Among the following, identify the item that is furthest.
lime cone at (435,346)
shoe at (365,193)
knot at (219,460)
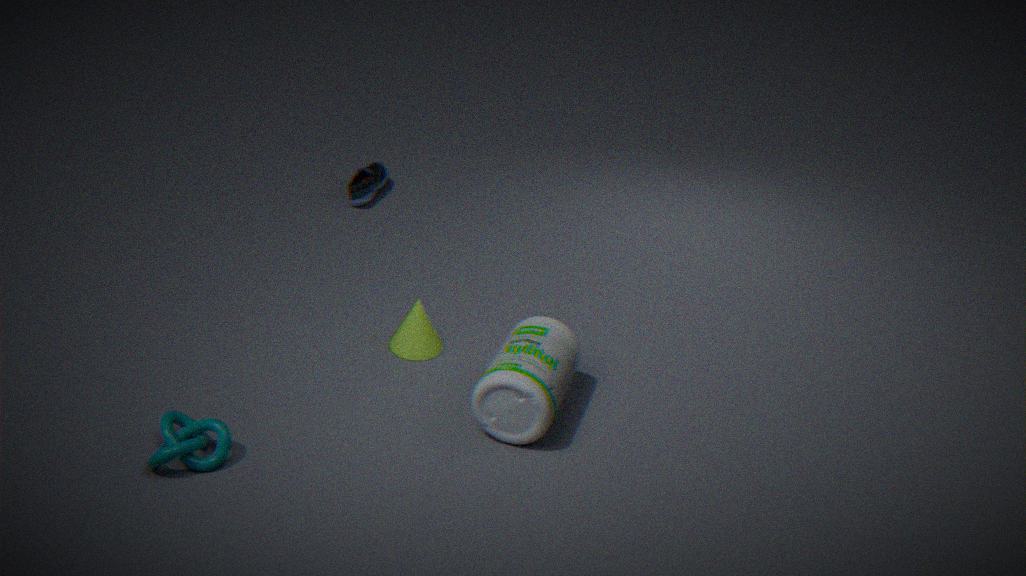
shoe at (365,193)
